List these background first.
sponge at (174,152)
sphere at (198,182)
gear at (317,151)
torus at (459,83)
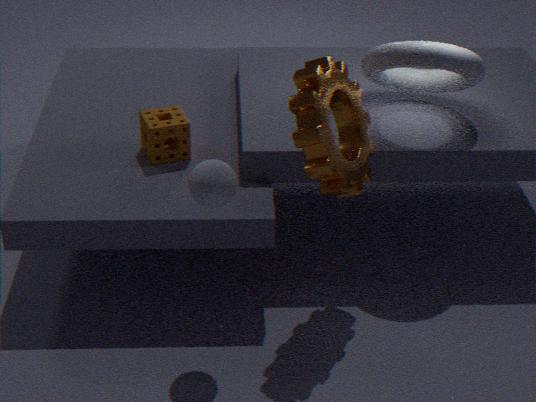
1. sponge at (174,152)
2. torus at (459,83)
3. gear at (317,151)
4. sphere at (198,182)
